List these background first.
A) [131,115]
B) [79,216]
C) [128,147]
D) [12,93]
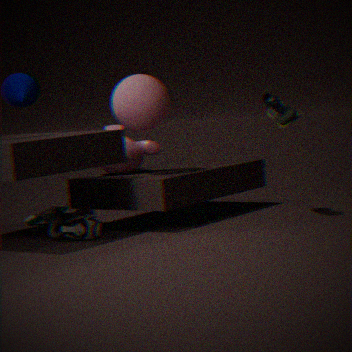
[128,147] → [131,115] → [79,216] → [12,93]
